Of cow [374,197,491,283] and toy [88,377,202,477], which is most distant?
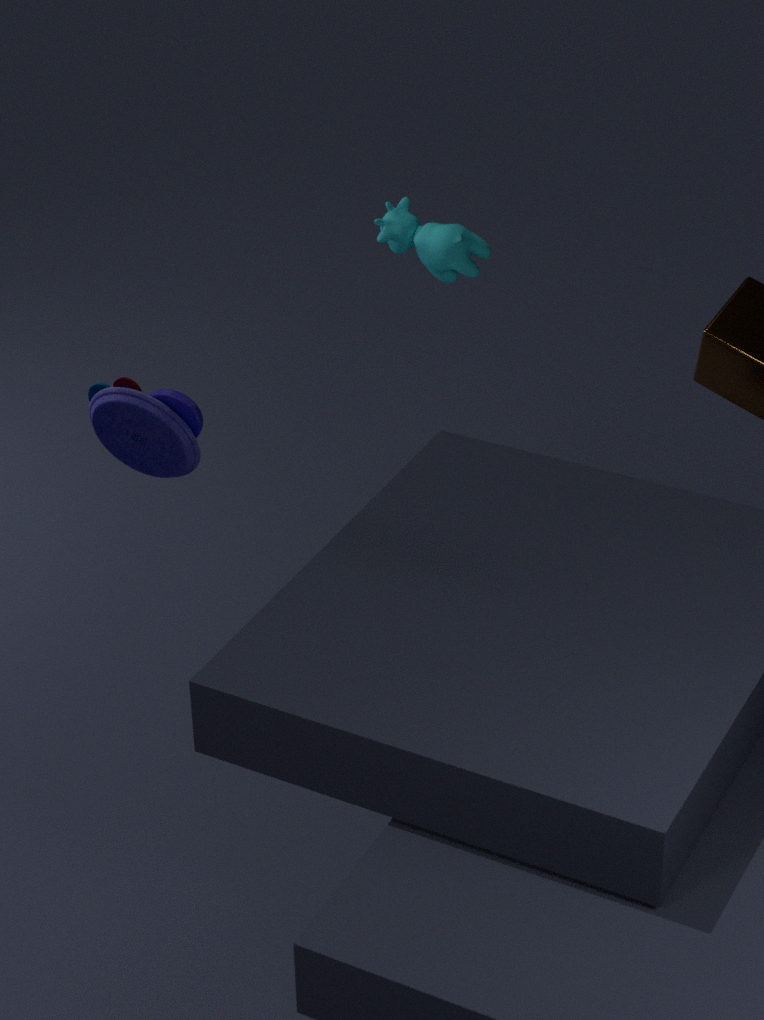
cow [374,197,491,283]
